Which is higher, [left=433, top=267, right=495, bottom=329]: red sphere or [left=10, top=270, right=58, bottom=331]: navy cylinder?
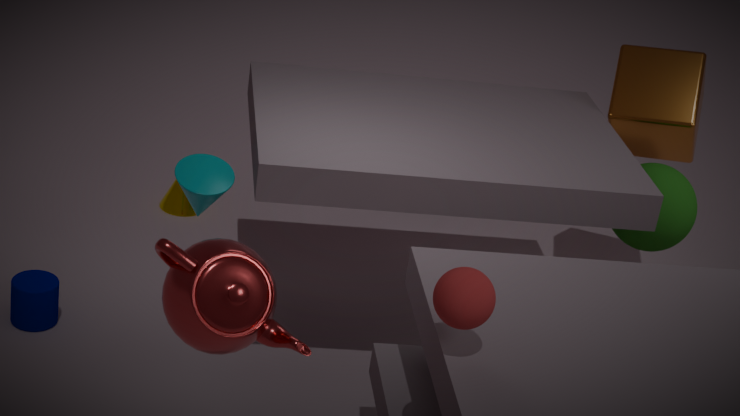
[left=433, top=267, right=495, bottom=329]: red sphere
